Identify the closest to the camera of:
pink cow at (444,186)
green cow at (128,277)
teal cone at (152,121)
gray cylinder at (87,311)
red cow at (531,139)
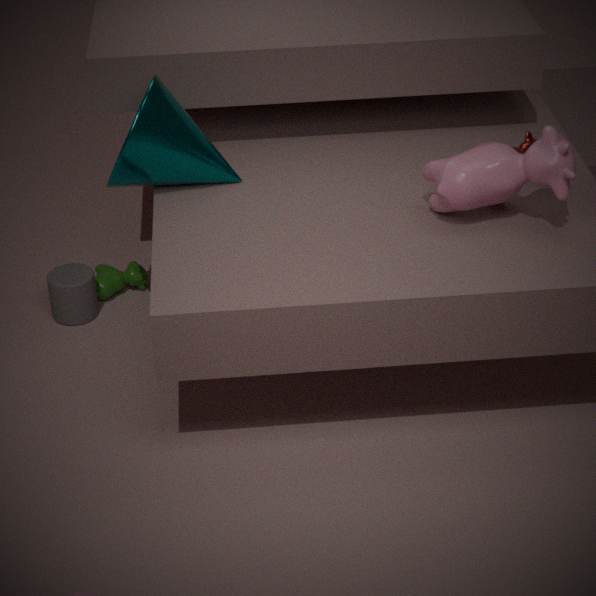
pink cow at (444,186)
